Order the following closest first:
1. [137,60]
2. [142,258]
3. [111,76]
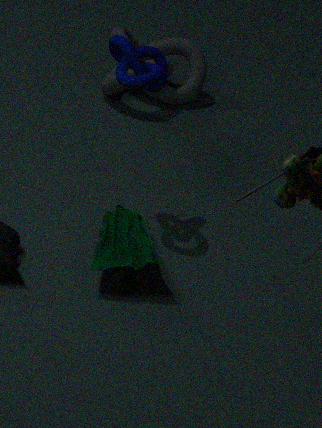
1. [142,258]
2. [137,60]
3. [111,76]
